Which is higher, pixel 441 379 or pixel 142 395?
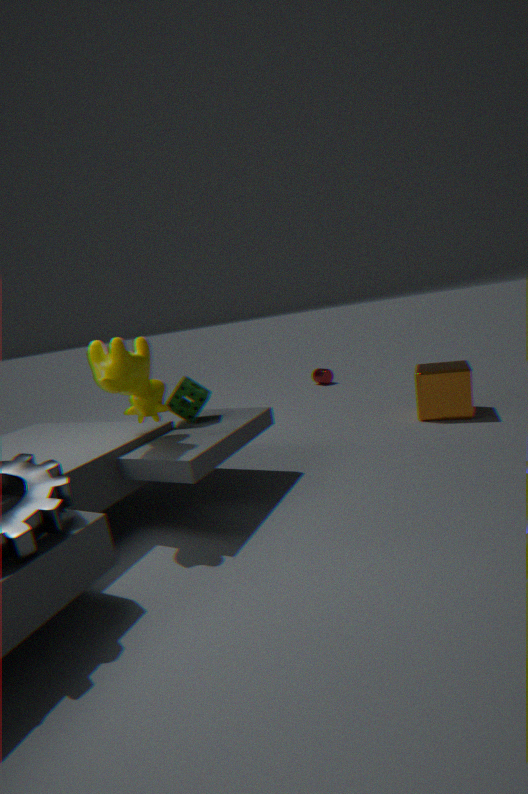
pixel 142 395
